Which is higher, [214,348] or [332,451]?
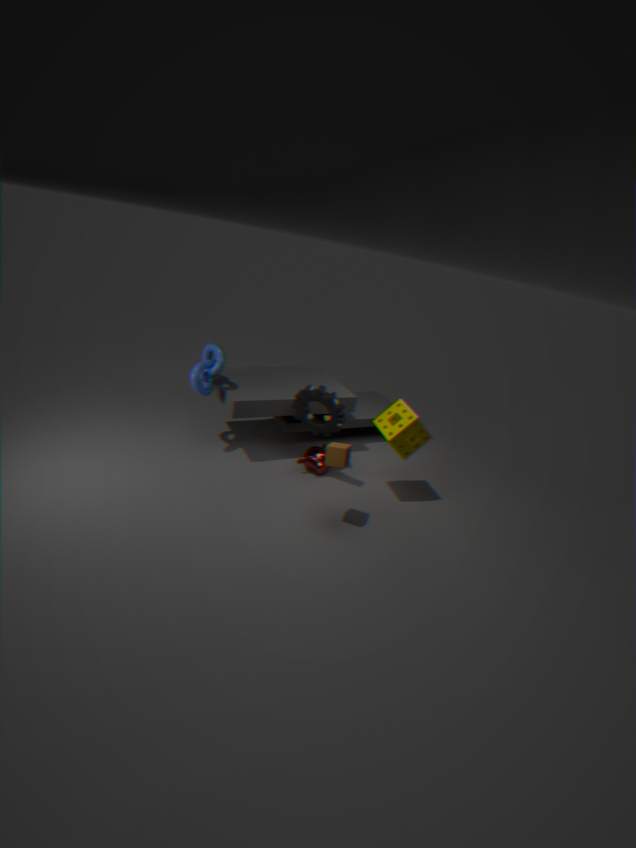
[214,348]
